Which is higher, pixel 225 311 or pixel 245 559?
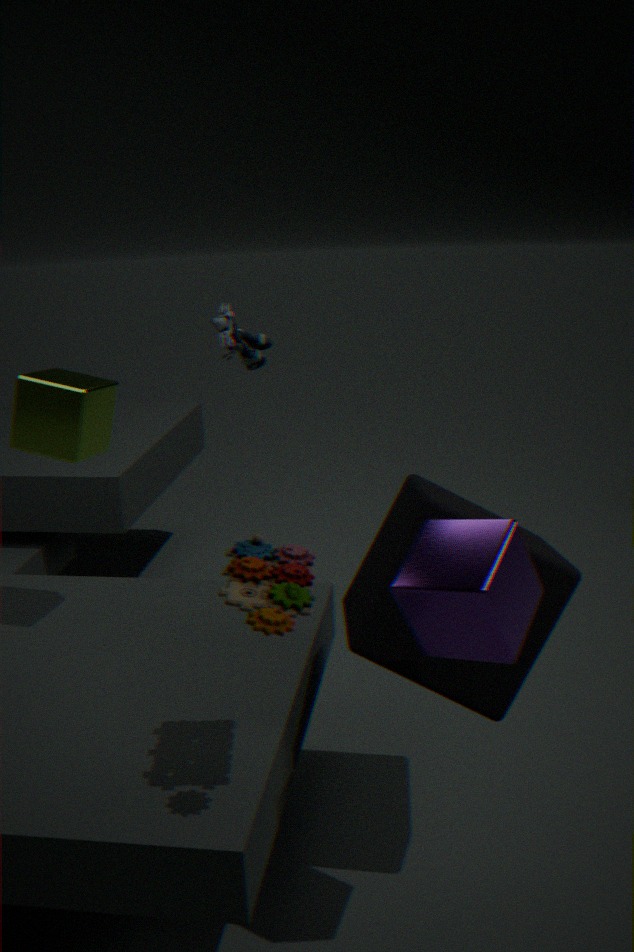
pixel 225 311
